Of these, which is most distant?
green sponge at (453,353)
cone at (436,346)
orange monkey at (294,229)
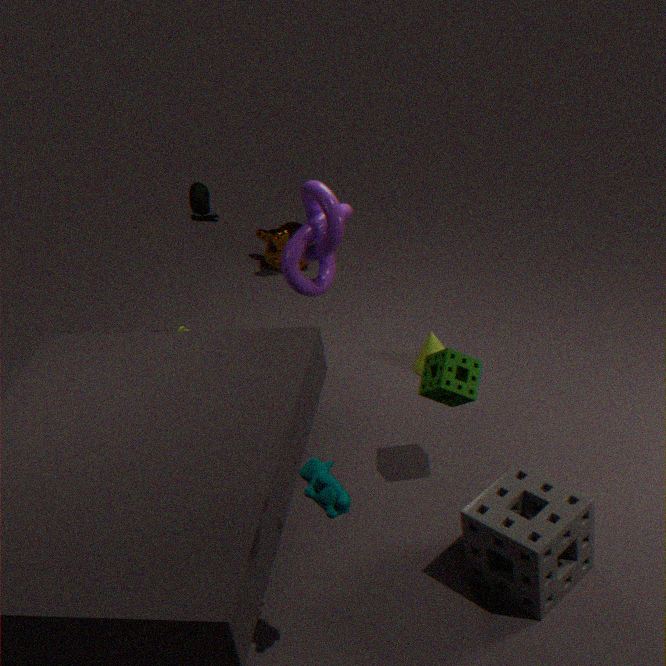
orange monkey at (294,229)
